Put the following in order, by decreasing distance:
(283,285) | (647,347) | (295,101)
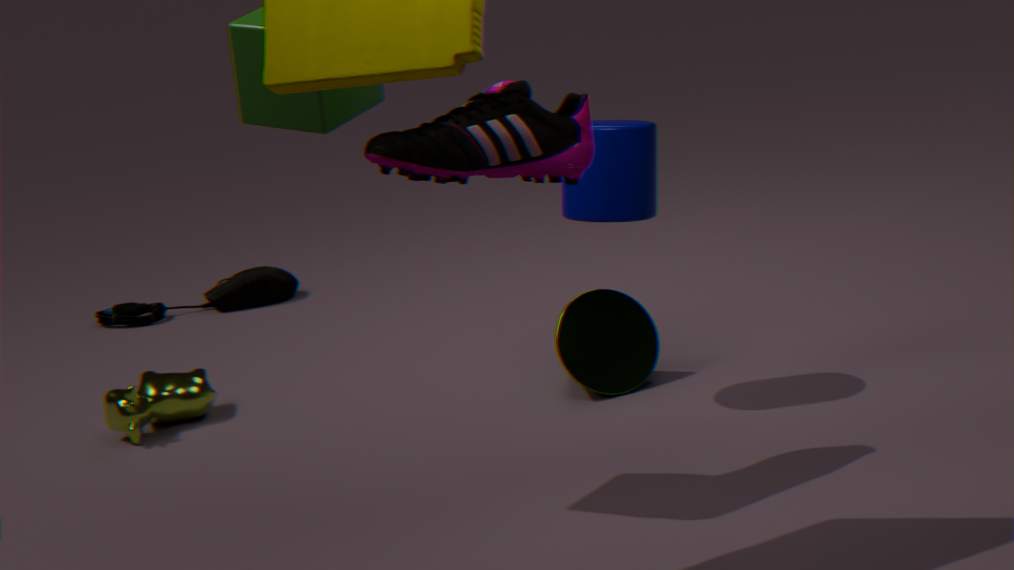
(283,285) → (647,347) → (295,101)
